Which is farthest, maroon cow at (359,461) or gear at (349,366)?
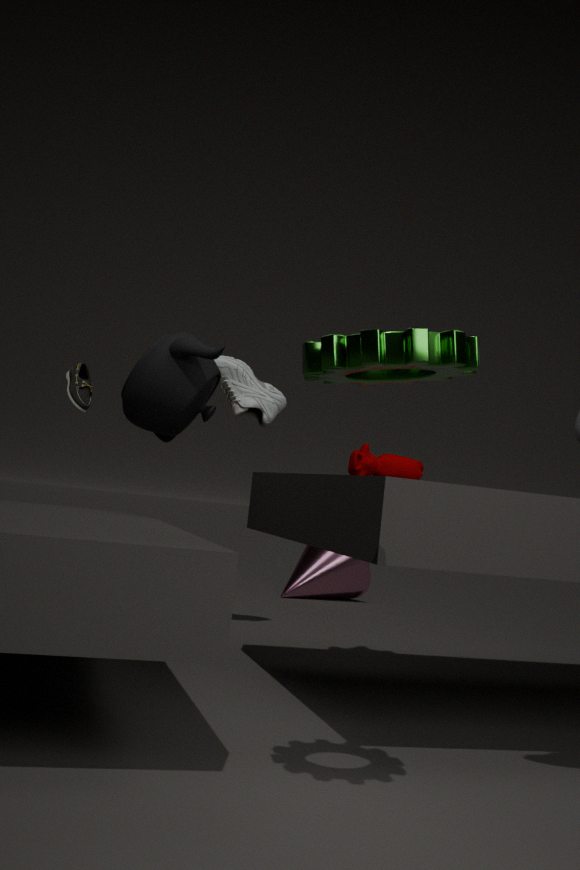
maroon cow at (359,461)
